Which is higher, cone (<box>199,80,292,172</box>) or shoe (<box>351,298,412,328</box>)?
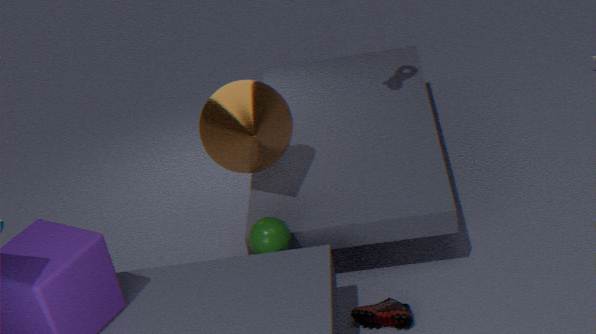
cone (<box>199,80,292,172</box>)
